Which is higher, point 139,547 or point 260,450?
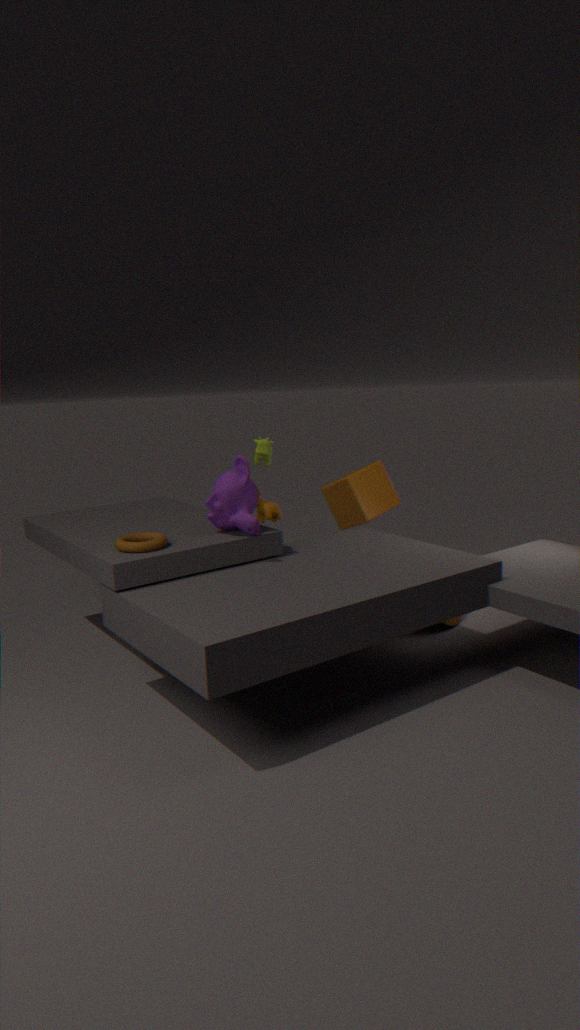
point 260,450
